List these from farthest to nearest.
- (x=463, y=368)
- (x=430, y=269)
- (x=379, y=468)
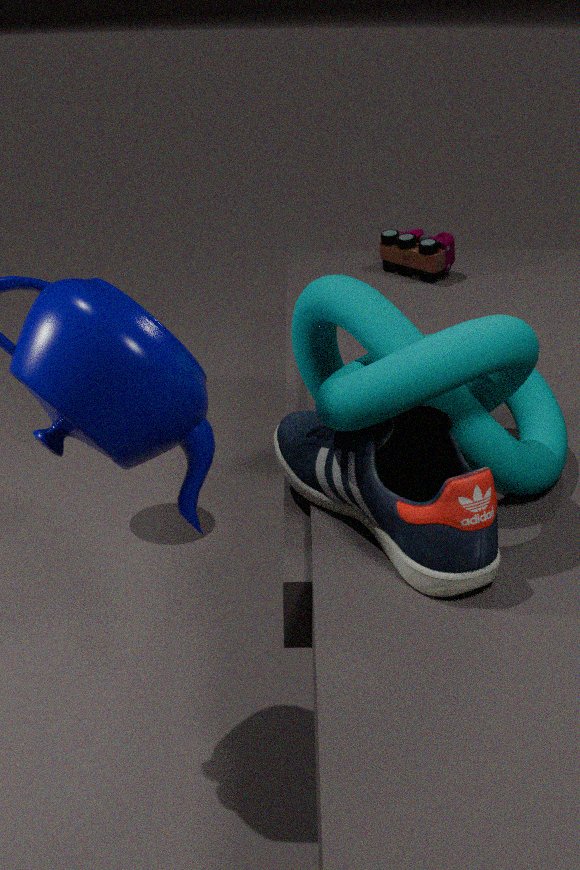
(x=430, y=269) → (x=379, y=468) → (x=463, y=368)
